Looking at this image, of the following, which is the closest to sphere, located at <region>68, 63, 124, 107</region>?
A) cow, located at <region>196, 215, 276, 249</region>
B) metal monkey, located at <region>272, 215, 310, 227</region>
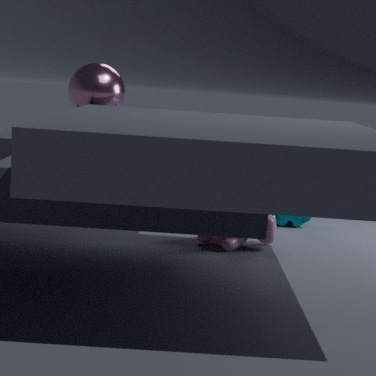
cow, located at <region>196, 215, 276, 249</region>
